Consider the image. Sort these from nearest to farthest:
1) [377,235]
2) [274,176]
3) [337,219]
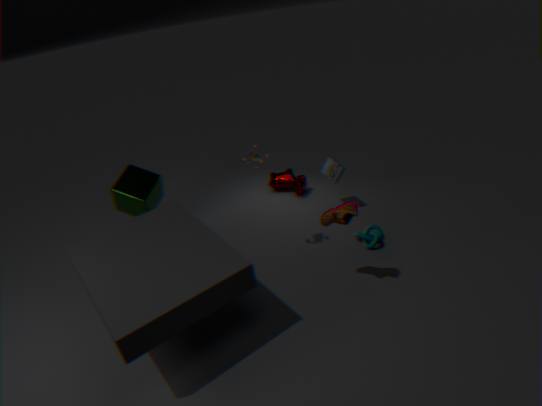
3. [337,219], 1. [377,235], 2. [274,176]
